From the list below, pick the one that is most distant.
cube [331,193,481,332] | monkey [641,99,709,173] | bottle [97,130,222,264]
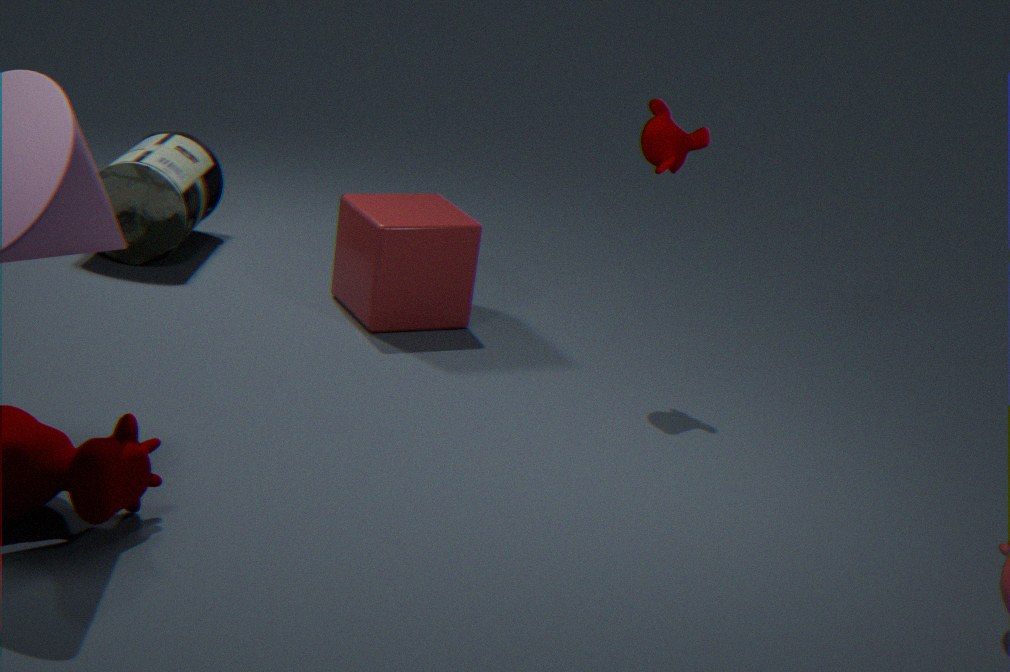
bottle [97,130,222,264]
